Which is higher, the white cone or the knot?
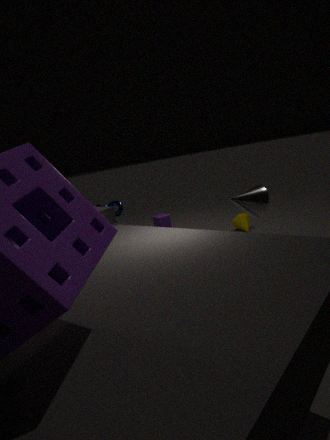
the white cone
